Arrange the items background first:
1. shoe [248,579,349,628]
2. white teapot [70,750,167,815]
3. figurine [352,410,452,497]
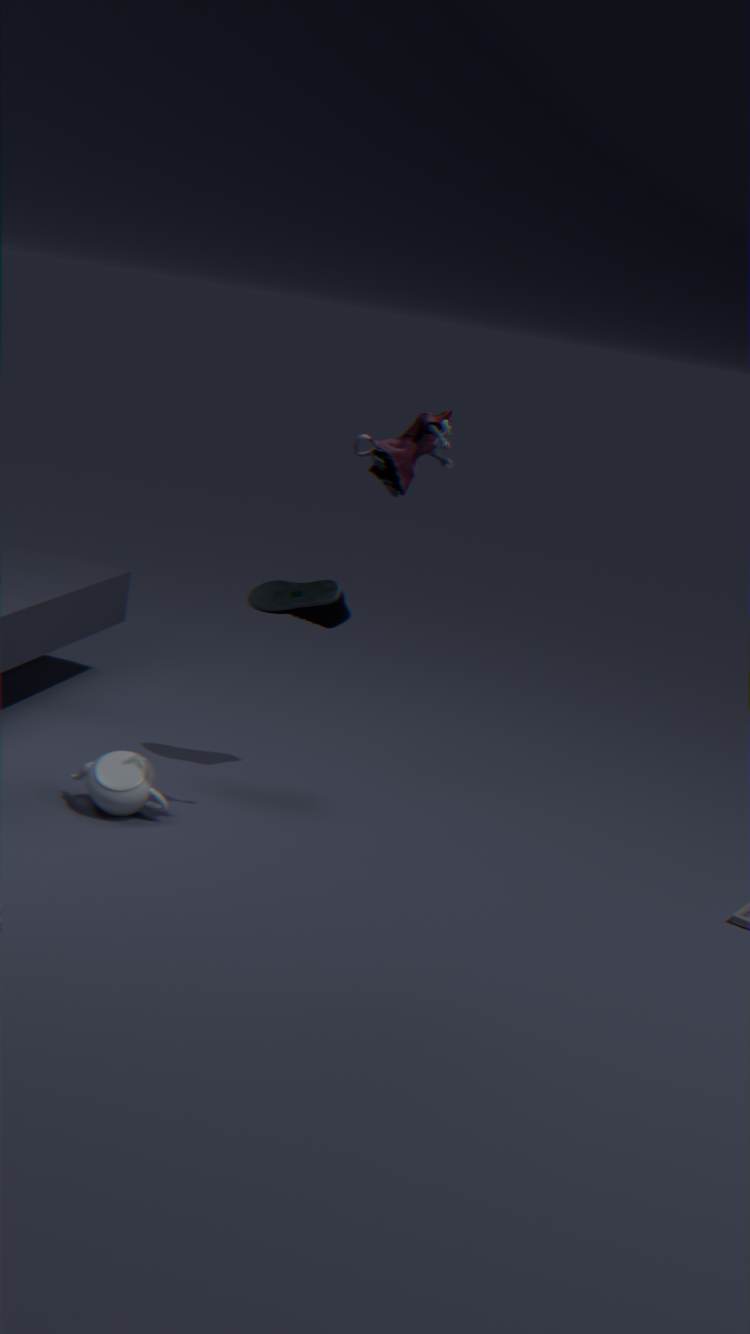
1. shoe [248,579,349,628]
2. white teapot [70,750,167,815]
3. figurine [352,410,452,497]
